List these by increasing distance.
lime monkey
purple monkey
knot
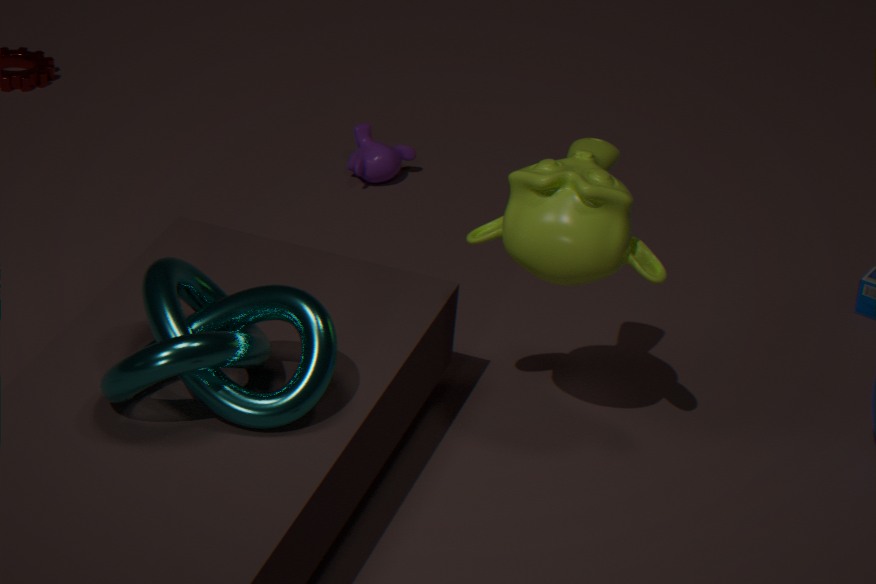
knot
lime monkey
purple monkey
